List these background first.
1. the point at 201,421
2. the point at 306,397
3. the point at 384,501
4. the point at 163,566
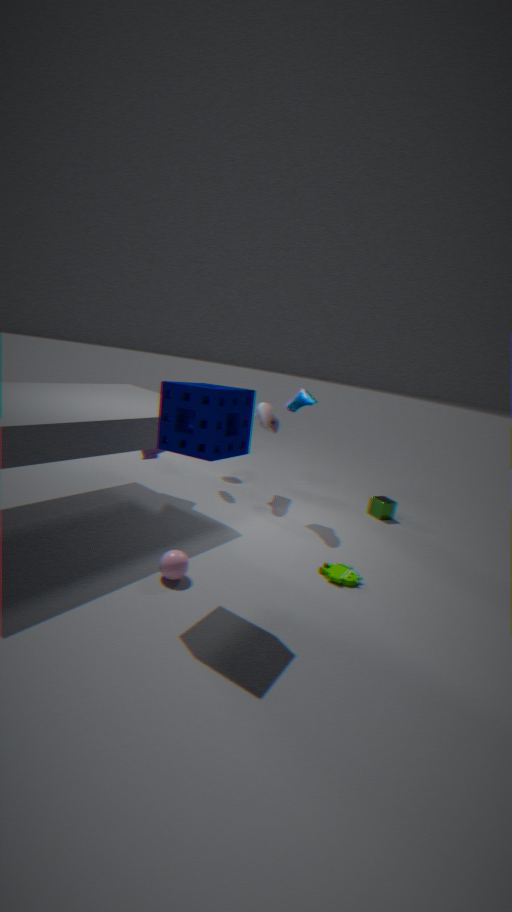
the point at 384,501 → the point at 306,397 → the point at 163,566 → the point at 201,421
